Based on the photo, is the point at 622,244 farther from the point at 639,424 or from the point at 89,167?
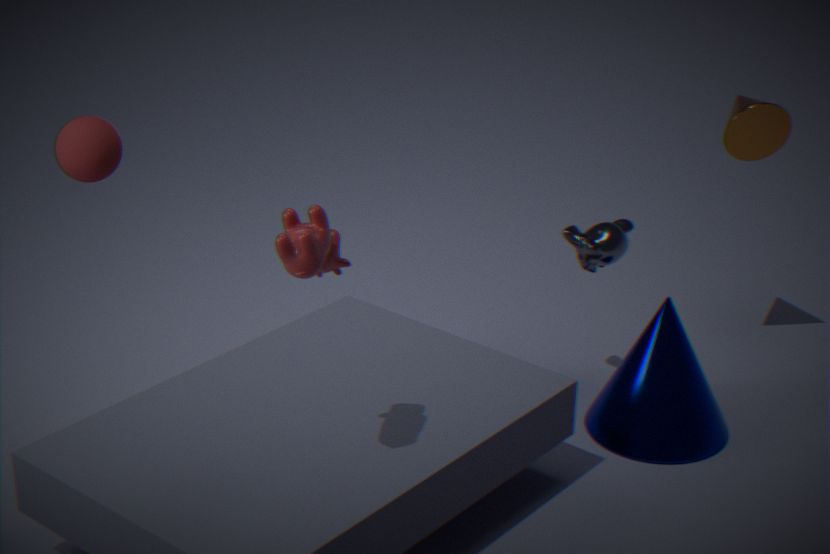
the point at 89,167
